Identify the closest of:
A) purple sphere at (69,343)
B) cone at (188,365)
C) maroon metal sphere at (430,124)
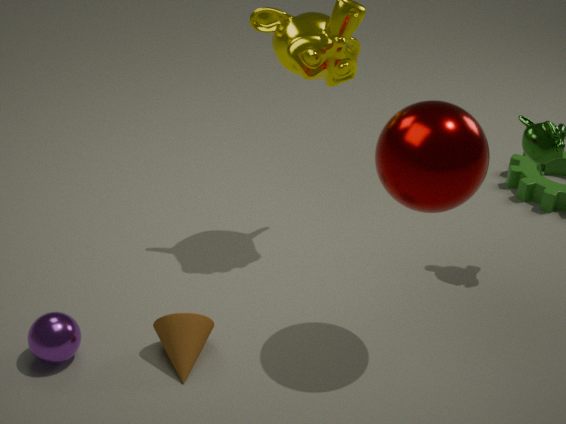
maroon metal sphere at (430,124)
